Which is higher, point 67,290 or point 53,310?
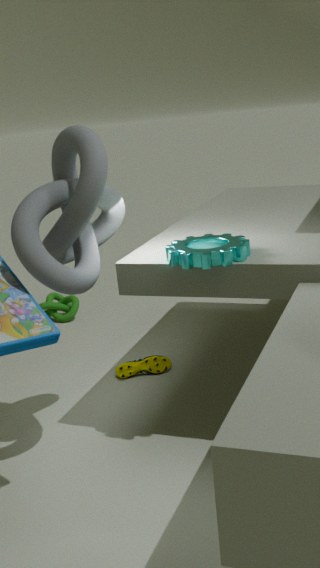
point 67,290
